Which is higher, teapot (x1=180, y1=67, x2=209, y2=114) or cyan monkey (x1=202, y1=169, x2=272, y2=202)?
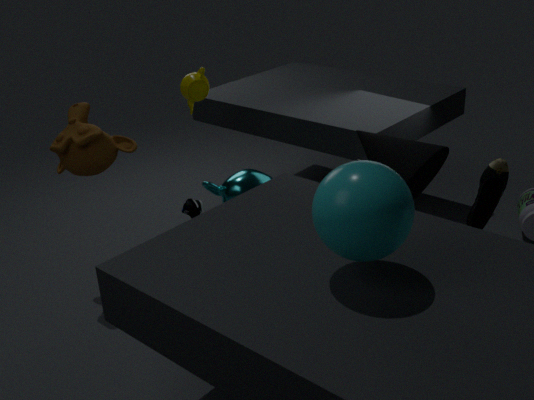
teapot (x1=180, y1=67, x2=209, y2=114)
